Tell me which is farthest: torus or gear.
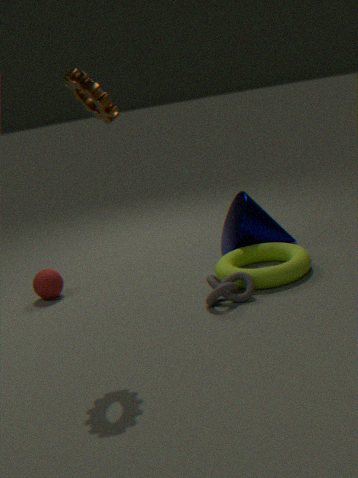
torus
